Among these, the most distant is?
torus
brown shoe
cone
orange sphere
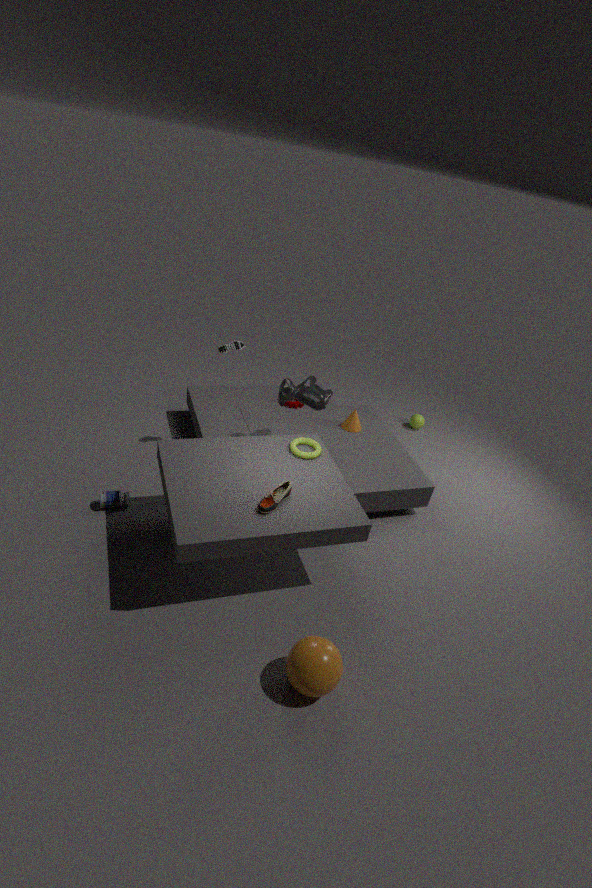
cone
